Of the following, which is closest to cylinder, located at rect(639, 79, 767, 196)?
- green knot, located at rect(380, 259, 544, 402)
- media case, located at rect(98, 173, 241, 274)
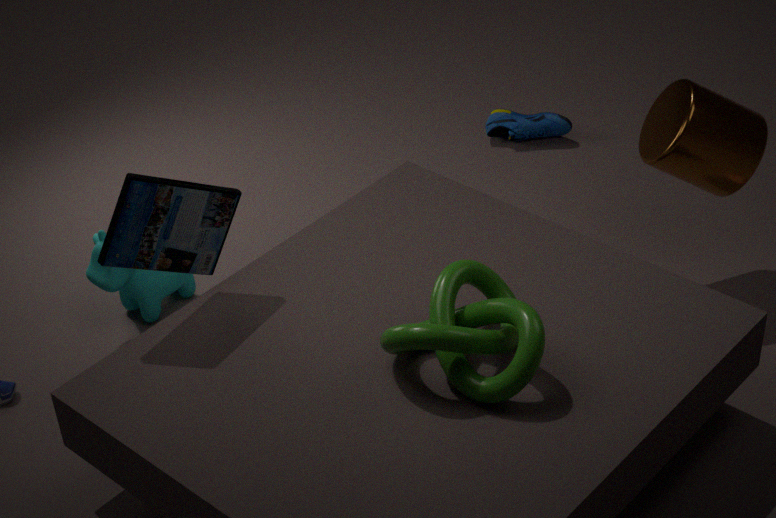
green knot, located at rect(380, 259, 544, 402)
